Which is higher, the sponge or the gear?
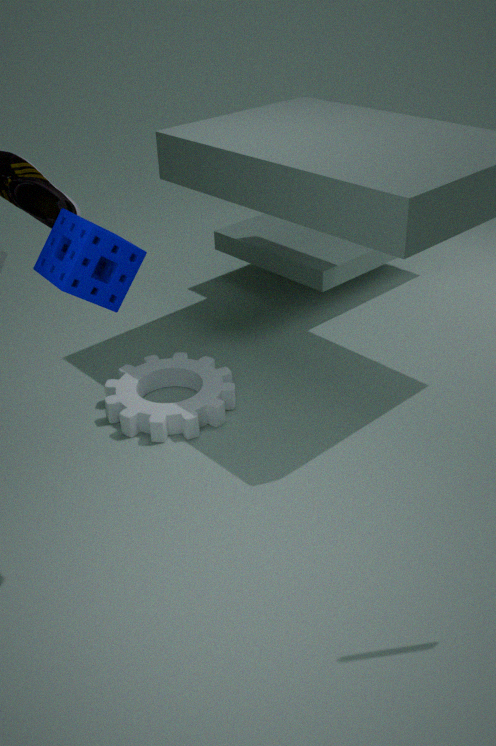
the sponge
